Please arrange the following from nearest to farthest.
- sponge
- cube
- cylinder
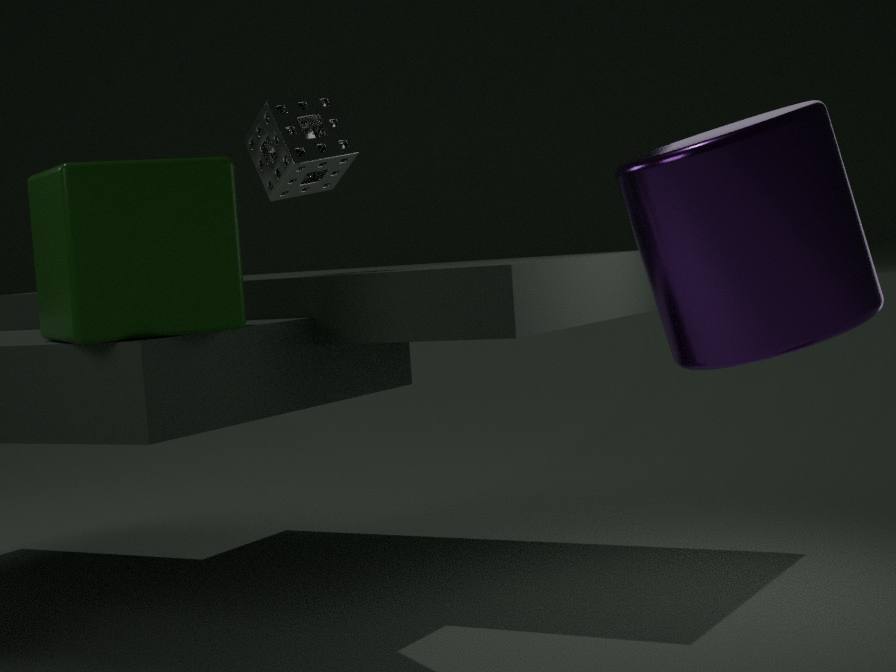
cylinder → cube → sponge
